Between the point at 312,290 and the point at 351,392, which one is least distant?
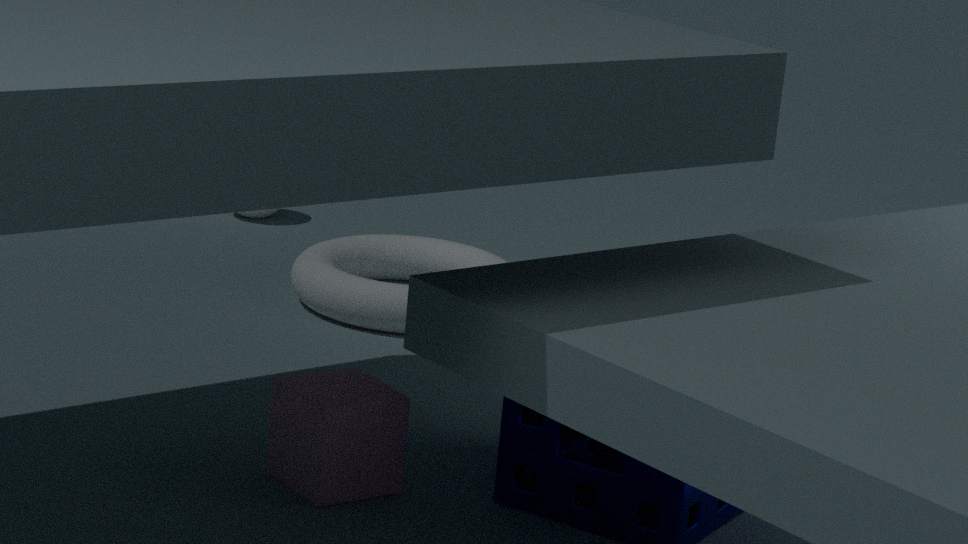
the point at 351,392
